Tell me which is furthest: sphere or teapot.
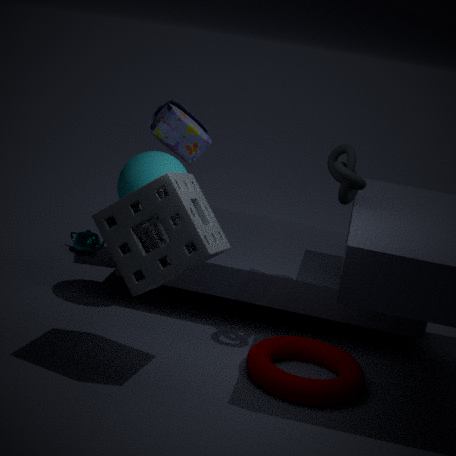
teapot
